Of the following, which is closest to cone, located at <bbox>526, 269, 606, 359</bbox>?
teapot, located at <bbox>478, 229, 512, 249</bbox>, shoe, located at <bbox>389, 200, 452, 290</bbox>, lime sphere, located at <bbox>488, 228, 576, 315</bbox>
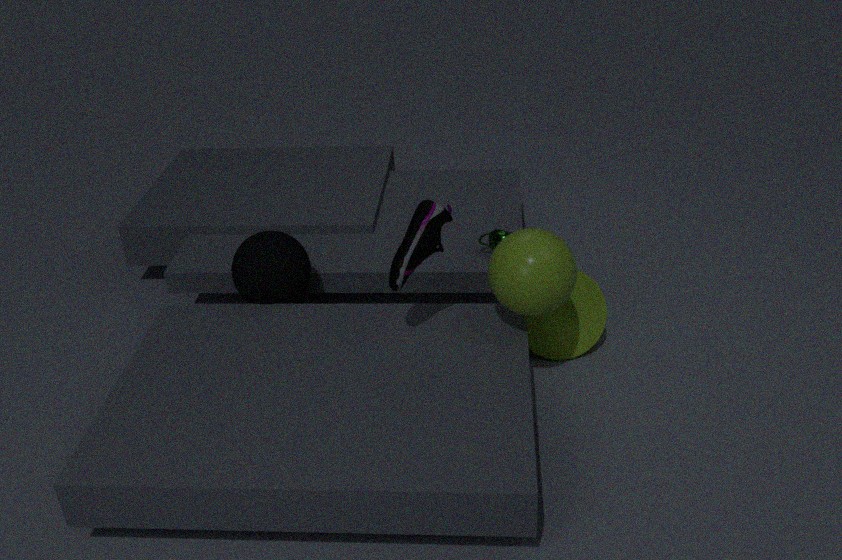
teapot, located at <bbox>478, 229, 512, 249</bbox>
